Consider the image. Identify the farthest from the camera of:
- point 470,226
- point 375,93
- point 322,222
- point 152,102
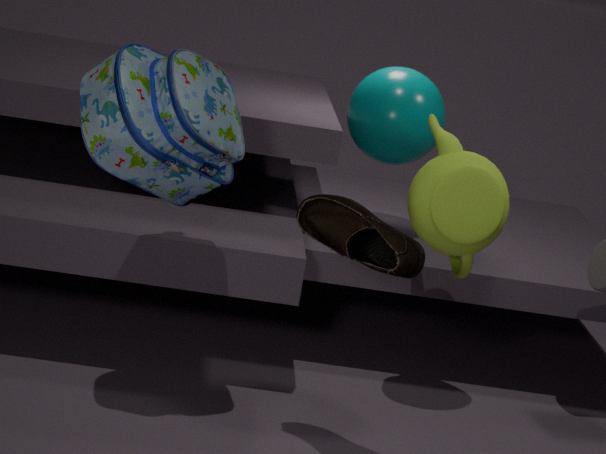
point 375,93
